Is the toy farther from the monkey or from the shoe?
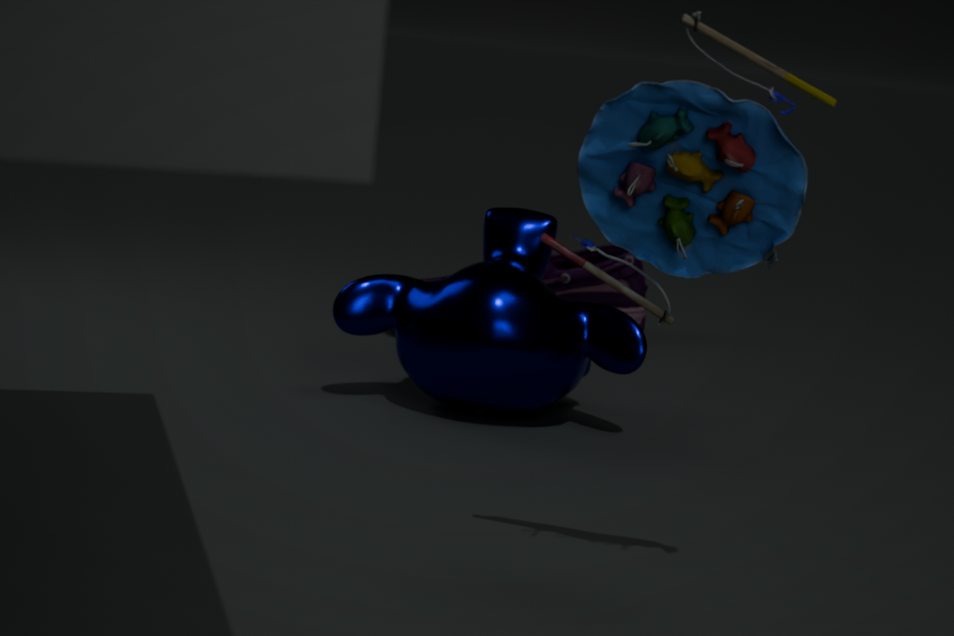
the shoe
